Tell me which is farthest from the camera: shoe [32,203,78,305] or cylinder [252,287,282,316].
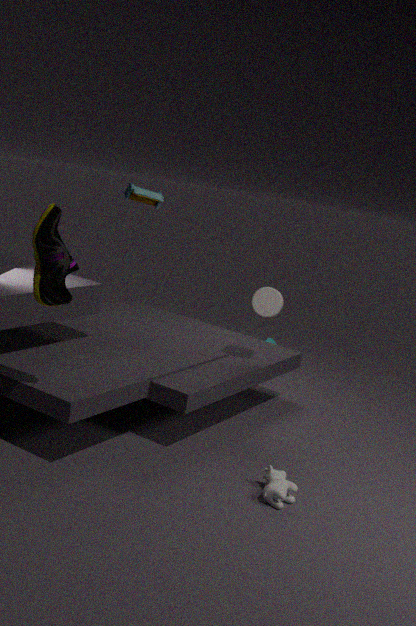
cylinder [252,287,282,316]
